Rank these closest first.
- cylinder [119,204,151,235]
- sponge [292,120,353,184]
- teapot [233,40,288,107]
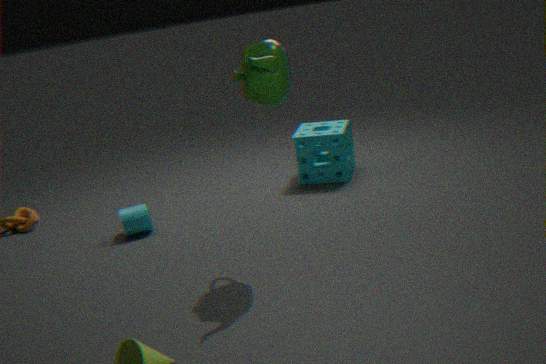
teapot [233,40,288,107] → cylinder [119,204,151,235] → sponge [292,120,353,184]
